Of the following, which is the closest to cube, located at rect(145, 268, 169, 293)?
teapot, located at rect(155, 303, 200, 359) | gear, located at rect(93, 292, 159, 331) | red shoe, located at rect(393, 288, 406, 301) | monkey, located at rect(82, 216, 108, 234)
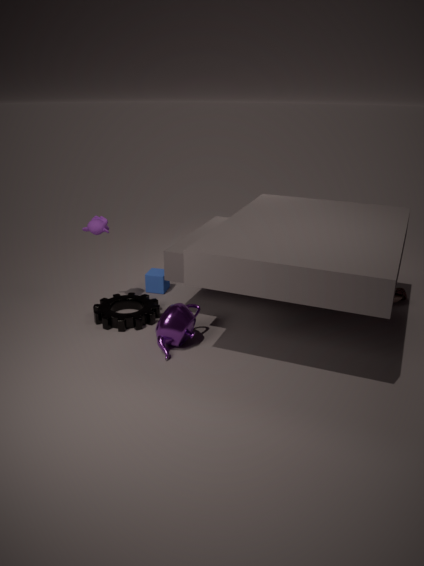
gear, located at rect(93, 292, 159, 331)
